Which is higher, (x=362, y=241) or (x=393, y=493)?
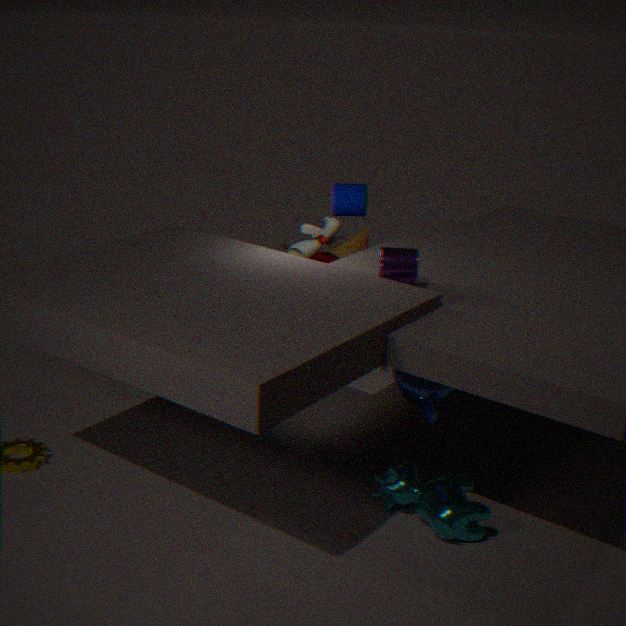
(x=362, y=241)
